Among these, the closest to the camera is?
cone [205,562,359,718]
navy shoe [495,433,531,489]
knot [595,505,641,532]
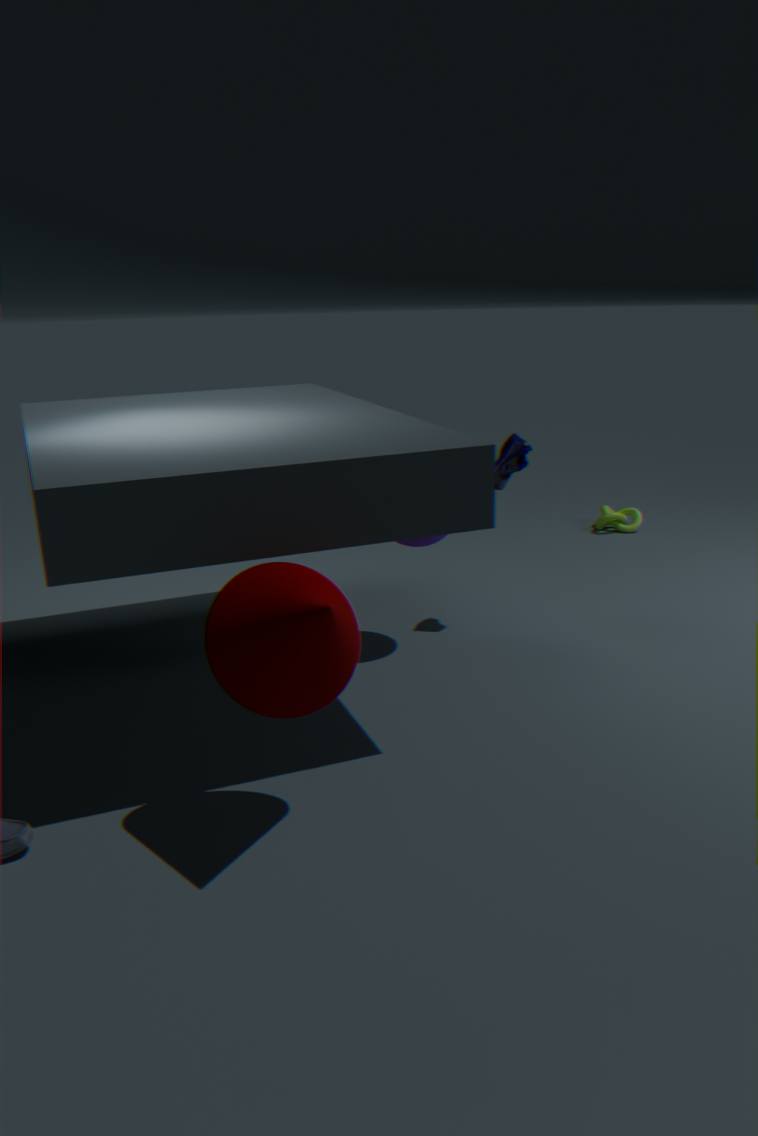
cone [205,562,359,718]
